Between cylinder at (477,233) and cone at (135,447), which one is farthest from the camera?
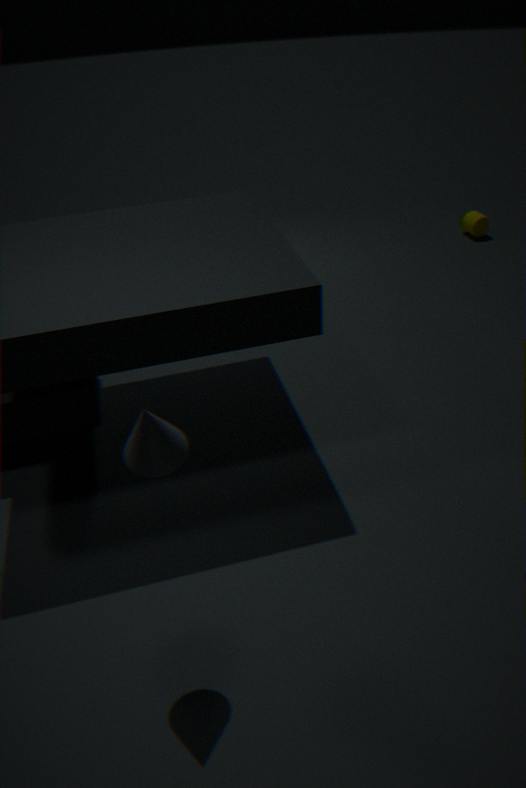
cylinder at (477,233)
